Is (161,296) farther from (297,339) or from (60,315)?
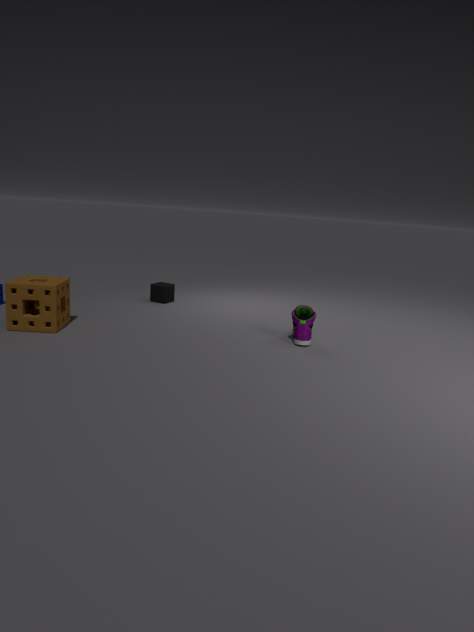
(297,339)
